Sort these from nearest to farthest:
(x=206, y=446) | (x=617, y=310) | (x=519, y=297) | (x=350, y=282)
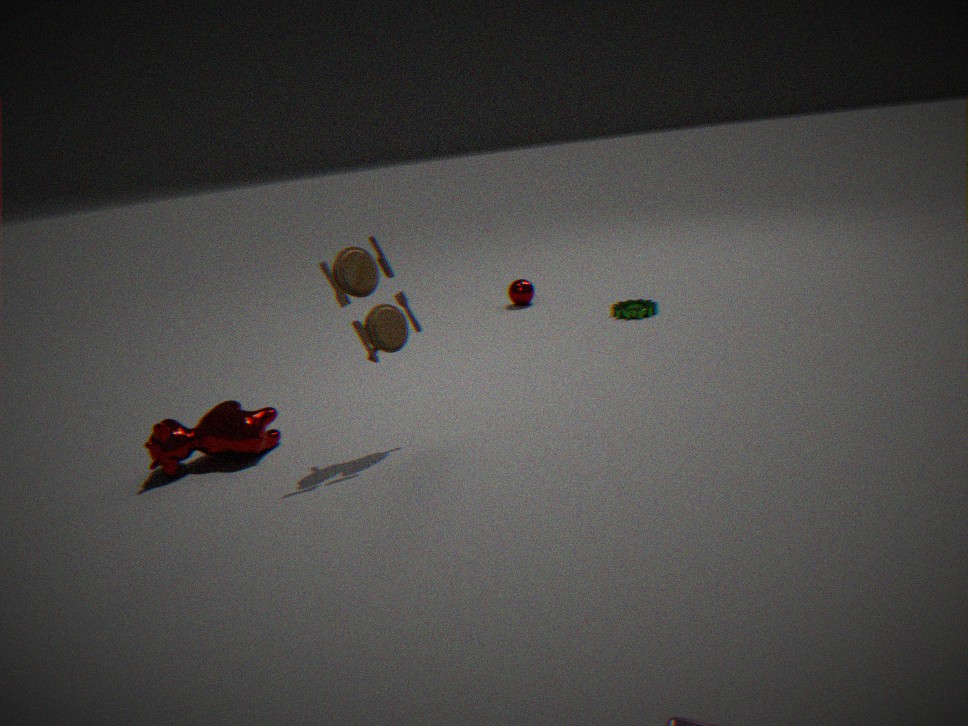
(x=350, y=282) → (x=206, y=446) → (x=617, y=310) → (x=519, y=297)
